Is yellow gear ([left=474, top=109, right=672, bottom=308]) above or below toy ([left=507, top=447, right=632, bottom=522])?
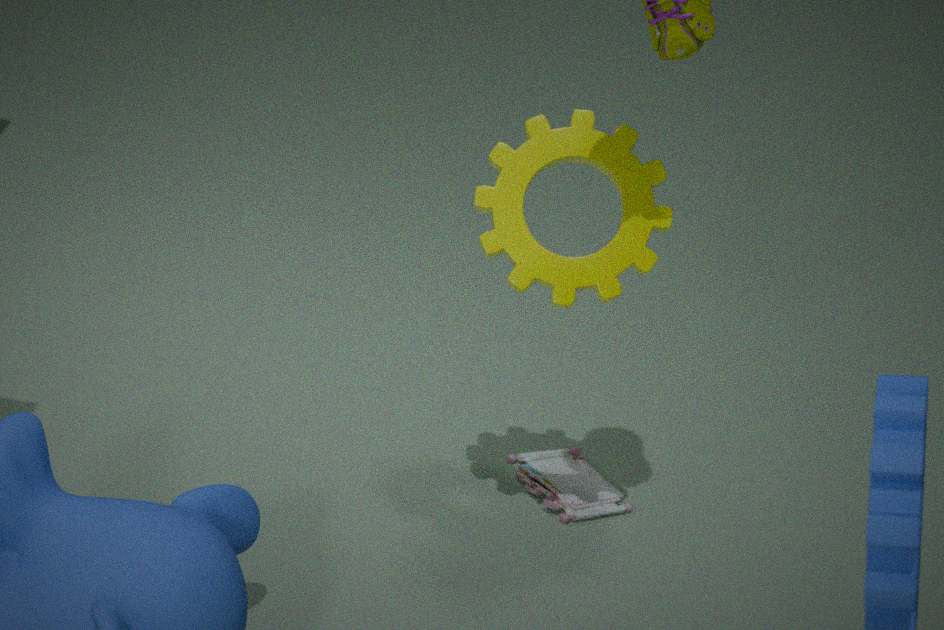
above
